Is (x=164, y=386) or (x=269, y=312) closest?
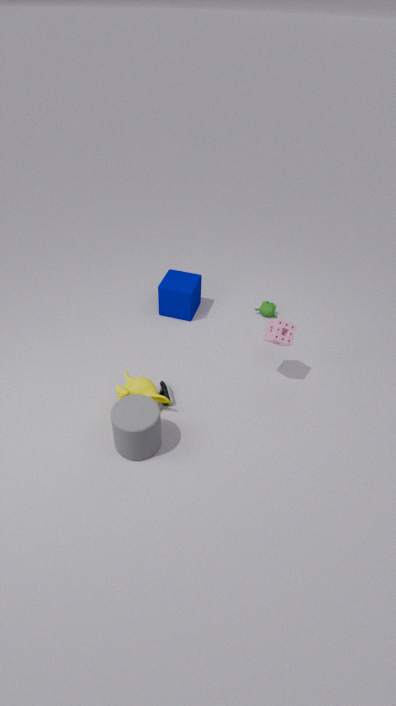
(x=164, y=386)
